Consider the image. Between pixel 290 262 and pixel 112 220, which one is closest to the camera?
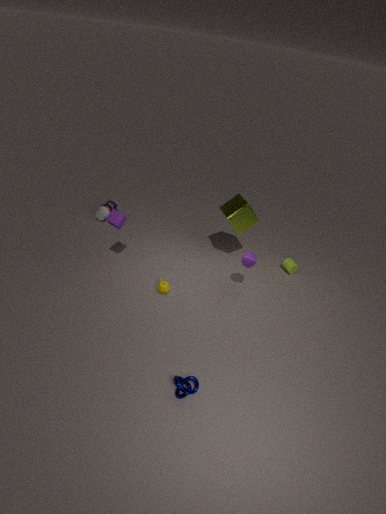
pixel 112 220
